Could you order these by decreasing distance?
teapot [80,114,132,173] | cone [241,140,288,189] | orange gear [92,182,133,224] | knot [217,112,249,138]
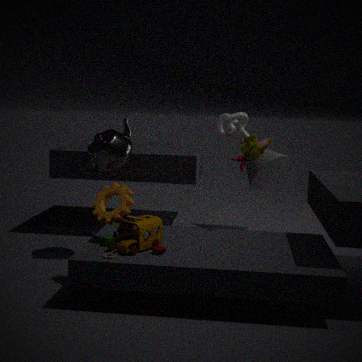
cone [241,140,288,189], teapot [80,114,132,173], knot [217,112,249,138], orange gear [92,182,133,224]
